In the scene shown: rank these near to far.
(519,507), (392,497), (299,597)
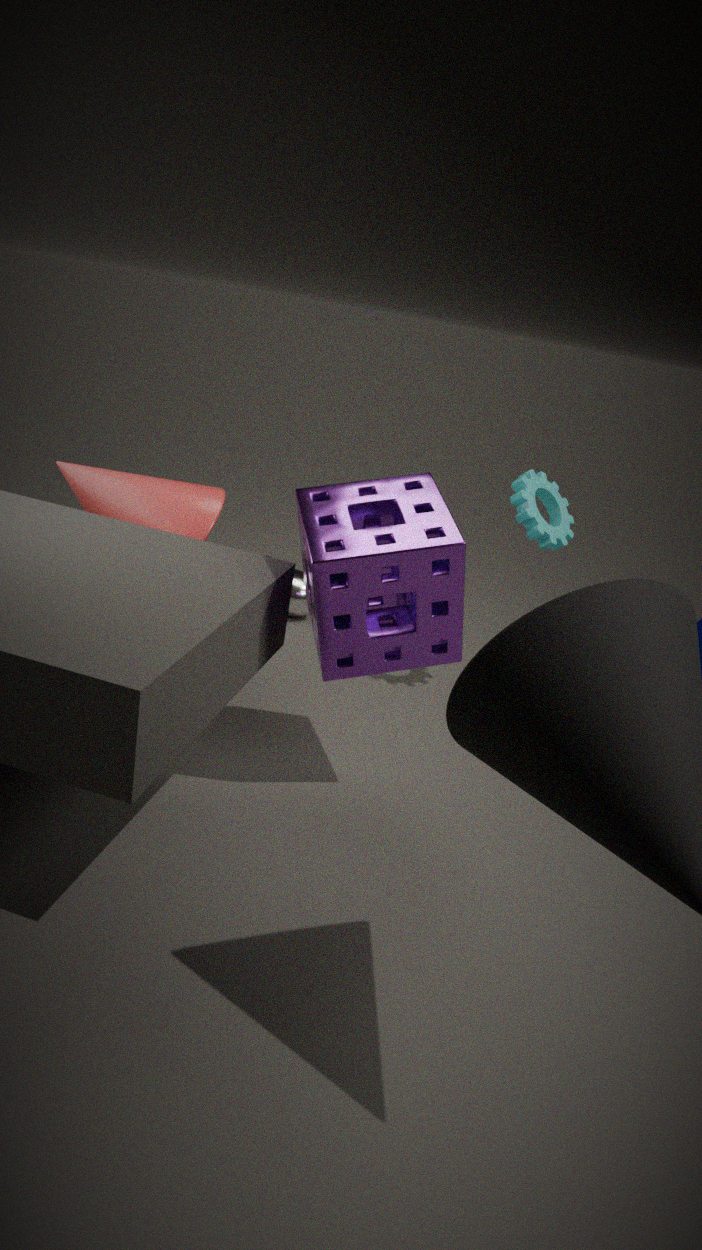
1. (392,497)
2. (519,507)
3. (299,597)
